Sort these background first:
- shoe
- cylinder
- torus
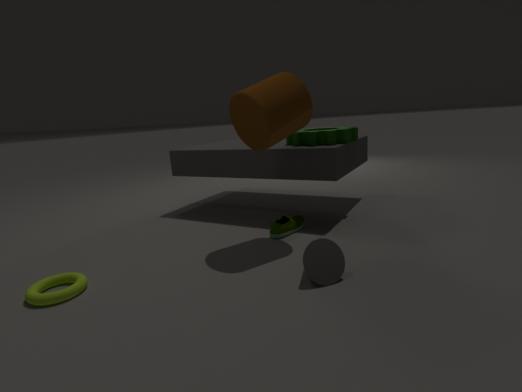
shoe
cylinder
torus
